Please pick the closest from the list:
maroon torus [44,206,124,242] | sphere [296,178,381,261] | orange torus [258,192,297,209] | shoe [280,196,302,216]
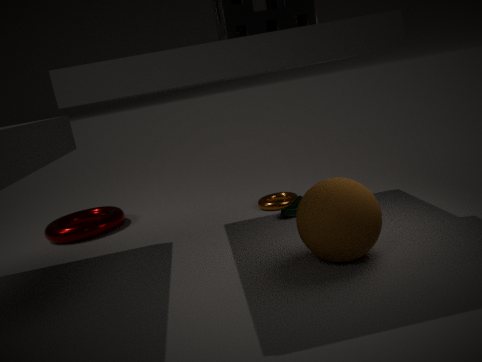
sphere [296,178,381,261]
